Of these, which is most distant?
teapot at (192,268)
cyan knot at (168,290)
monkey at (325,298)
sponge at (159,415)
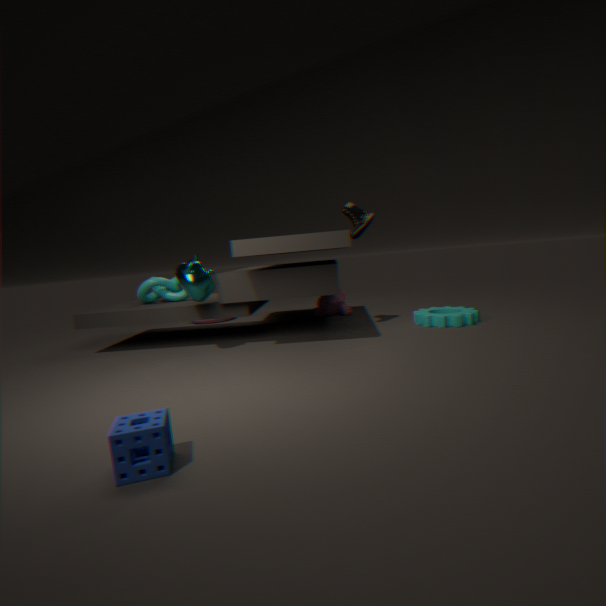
monkey at (325,298)
